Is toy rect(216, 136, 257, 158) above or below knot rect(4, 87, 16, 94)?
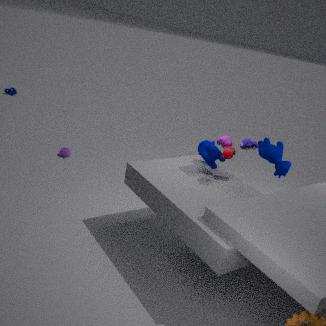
above
